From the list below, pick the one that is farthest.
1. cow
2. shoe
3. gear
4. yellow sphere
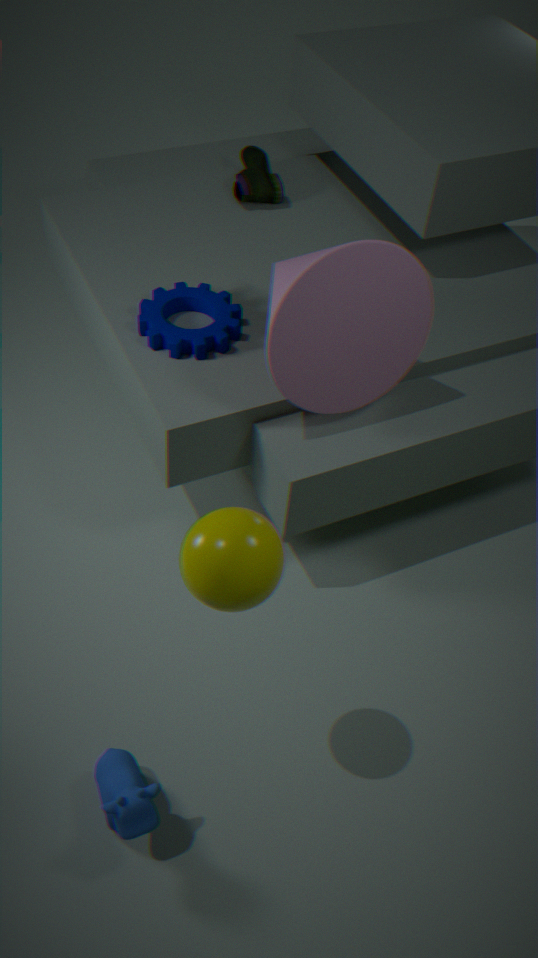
shoe
